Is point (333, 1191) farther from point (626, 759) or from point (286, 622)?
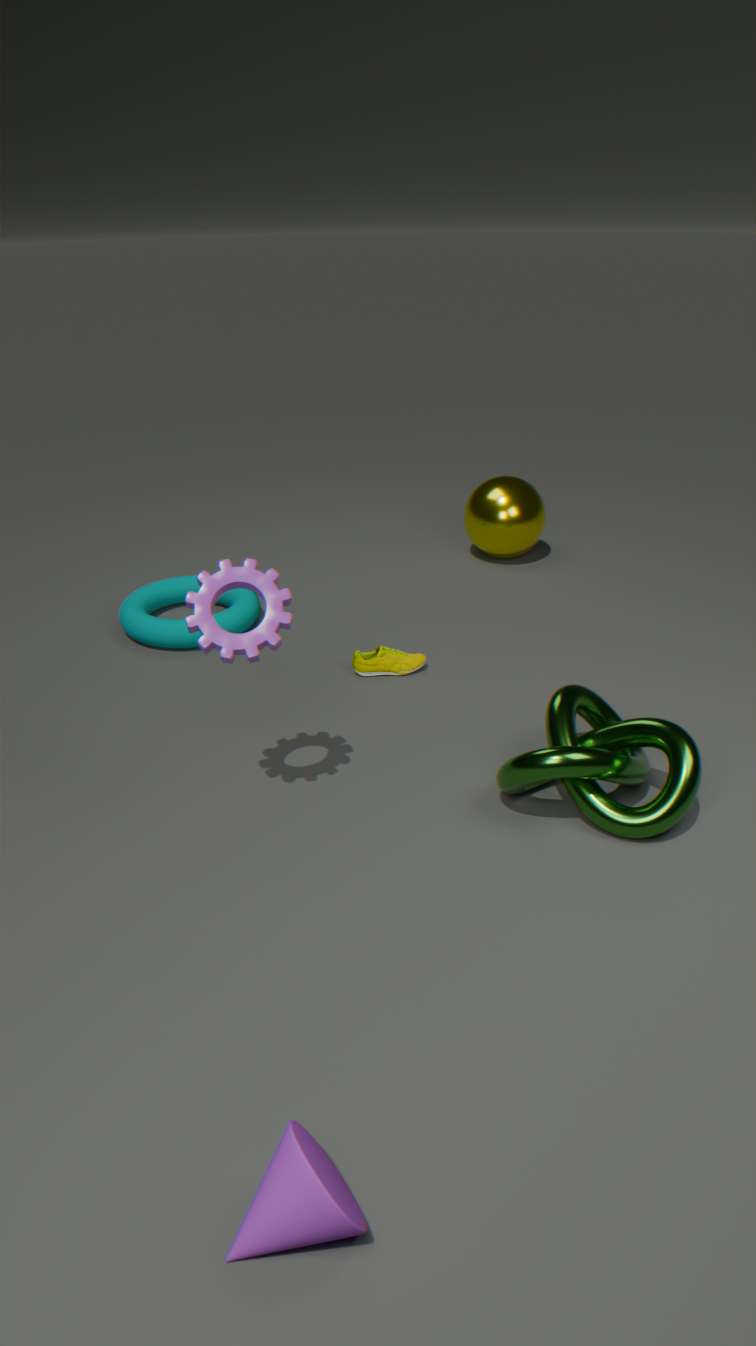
point (626, 759)
